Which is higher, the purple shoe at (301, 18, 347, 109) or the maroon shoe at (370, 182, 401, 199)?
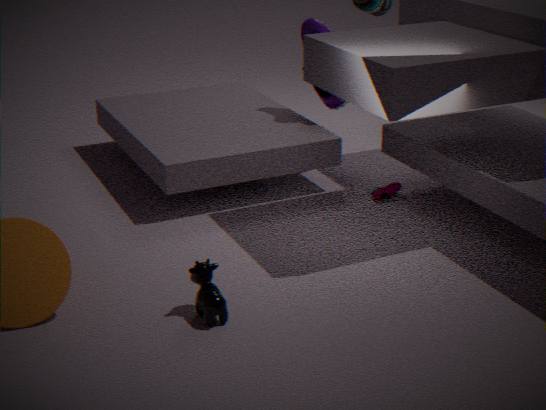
the purple shoe at (301, 18, 347, 109)
